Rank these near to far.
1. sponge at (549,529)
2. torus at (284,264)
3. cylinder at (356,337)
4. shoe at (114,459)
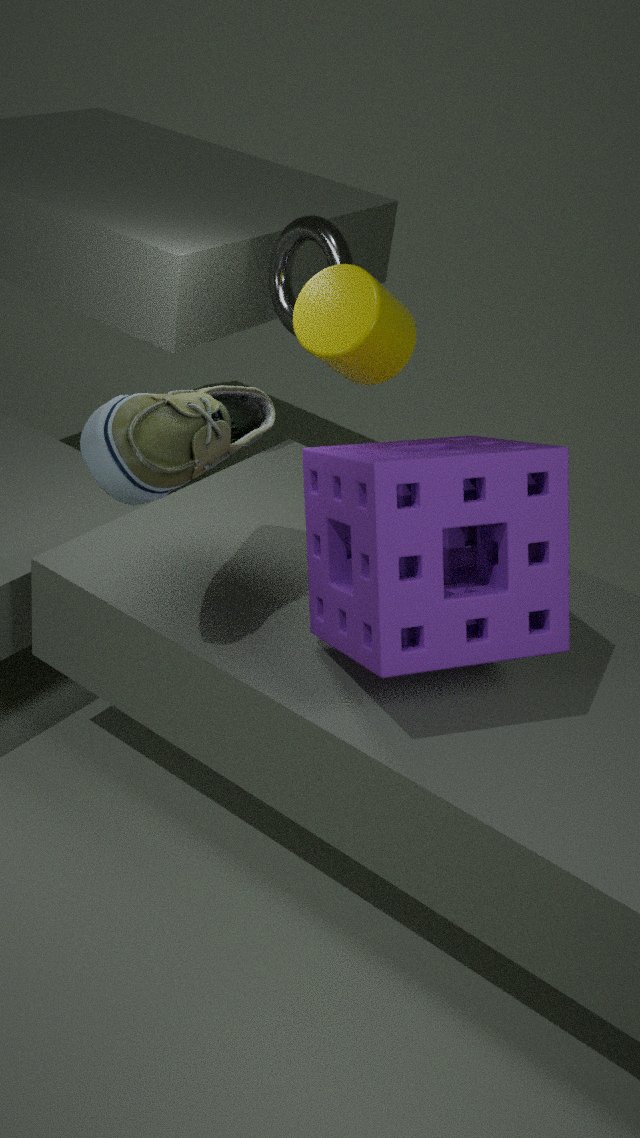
sponge at (549,529) < shoe at (114,459) < cylinder at (356,337) < torus at (284,264)
